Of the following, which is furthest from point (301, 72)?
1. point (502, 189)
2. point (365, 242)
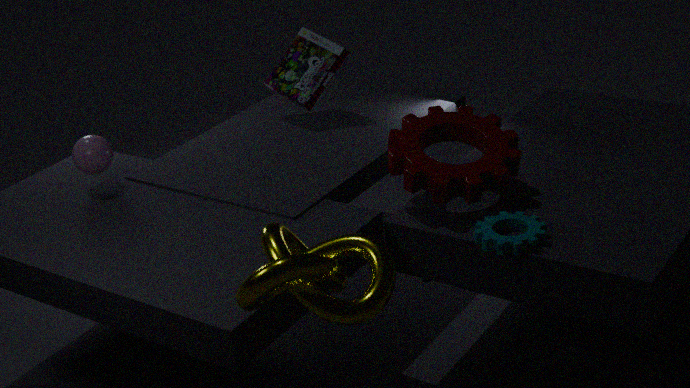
point (365, 242)
